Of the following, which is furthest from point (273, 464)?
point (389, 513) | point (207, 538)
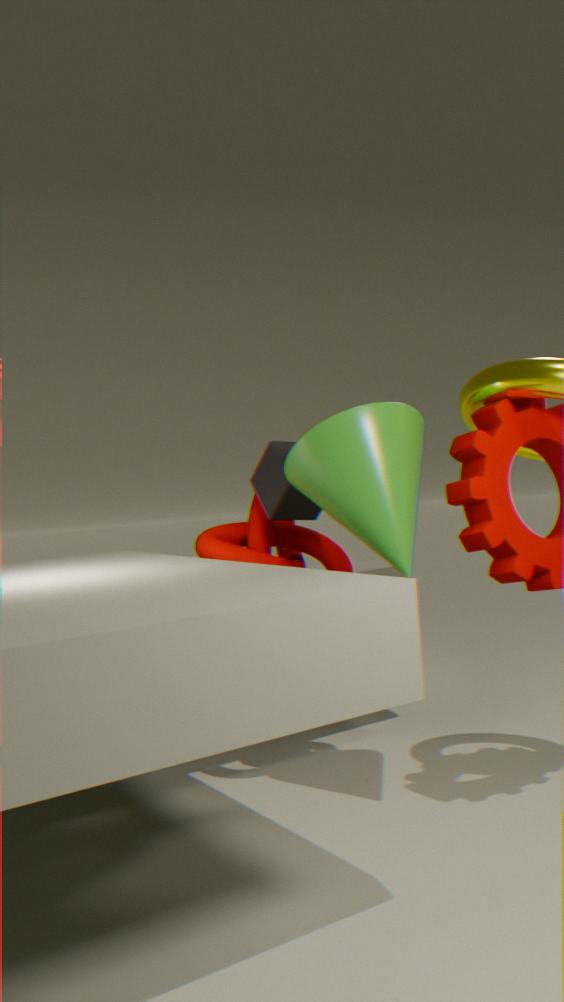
point (389, 513)
